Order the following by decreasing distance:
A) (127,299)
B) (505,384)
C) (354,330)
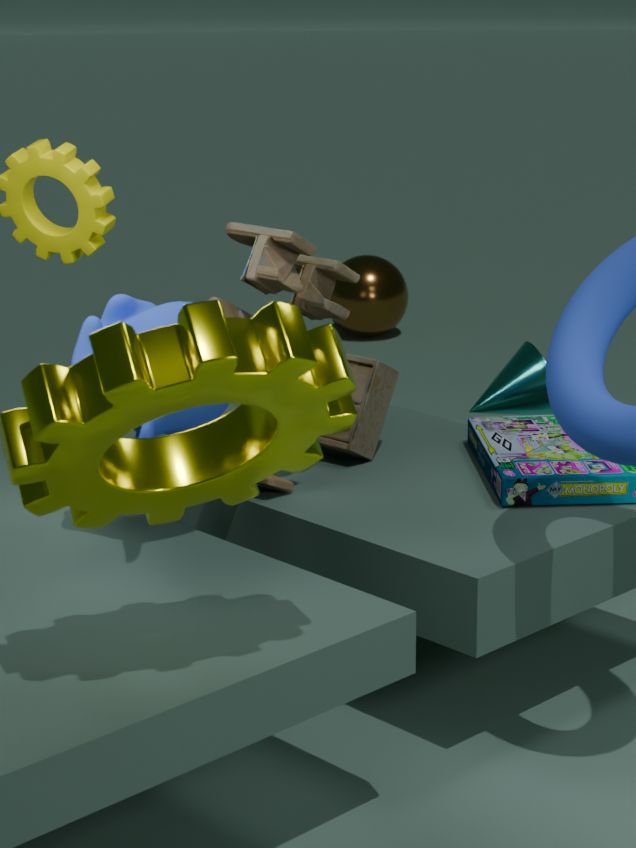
(354,330) → (505,384) → (127,299)
